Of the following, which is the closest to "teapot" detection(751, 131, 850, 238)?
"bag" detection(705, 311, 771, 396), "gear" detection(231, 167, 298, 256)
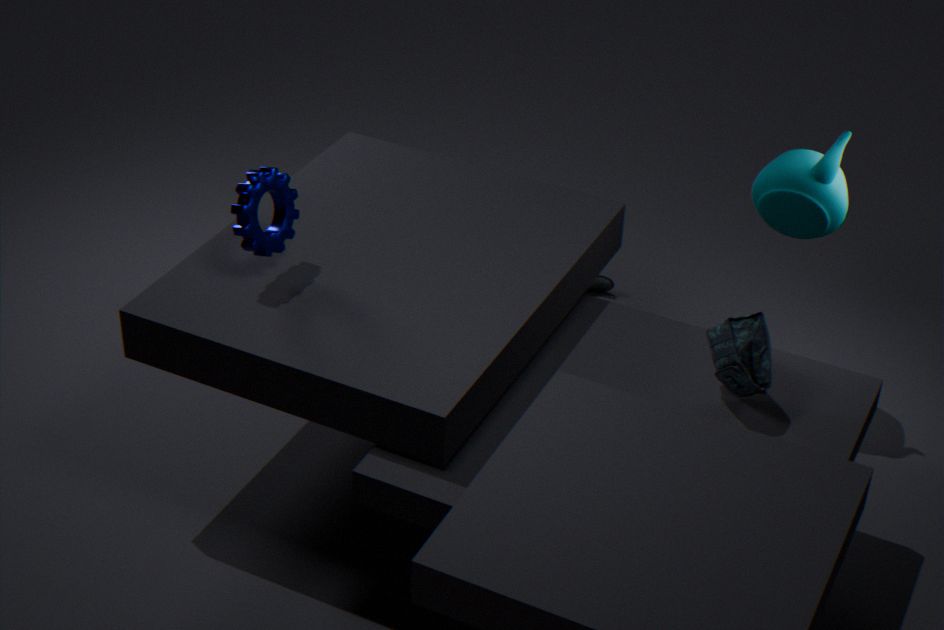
"bag" detection(705, 311, 771, 396)
